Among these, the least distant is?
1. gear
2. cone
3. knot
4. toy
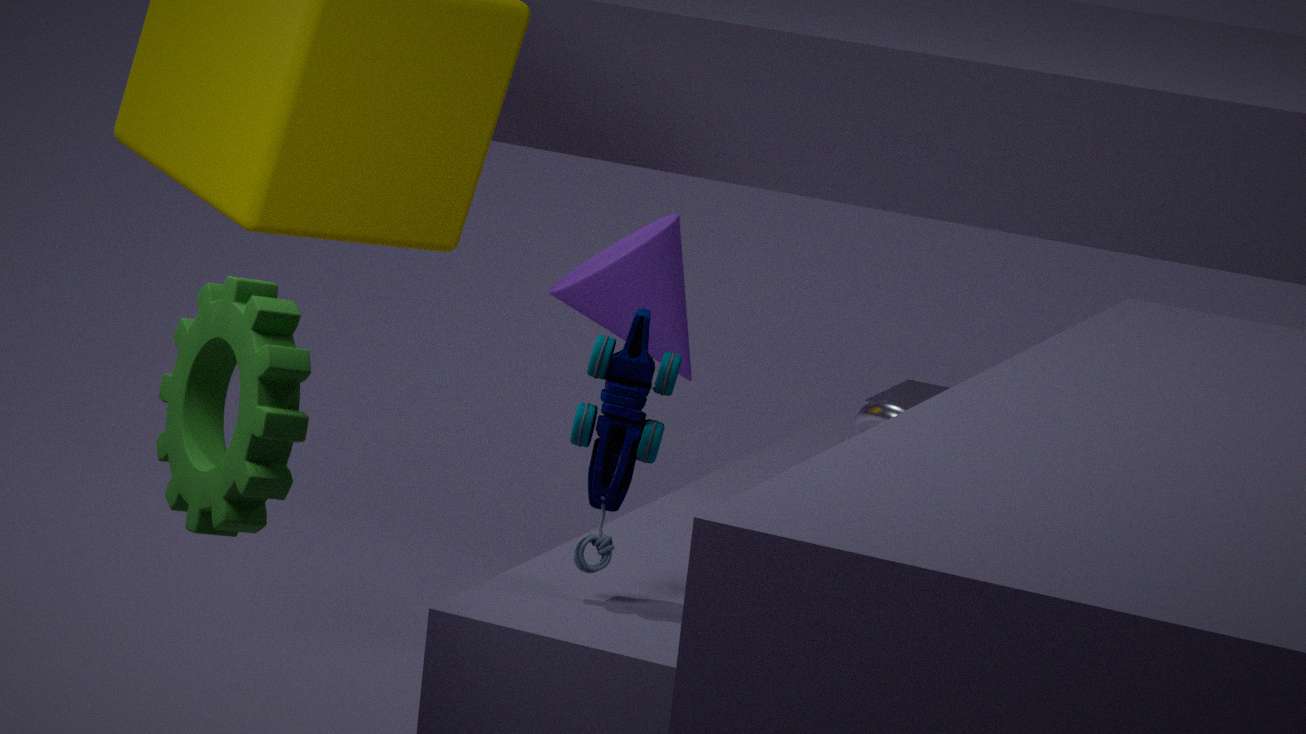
gear
